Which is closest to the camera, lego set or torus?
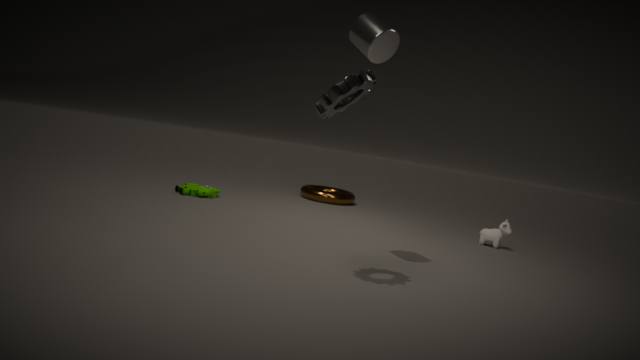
lego set
